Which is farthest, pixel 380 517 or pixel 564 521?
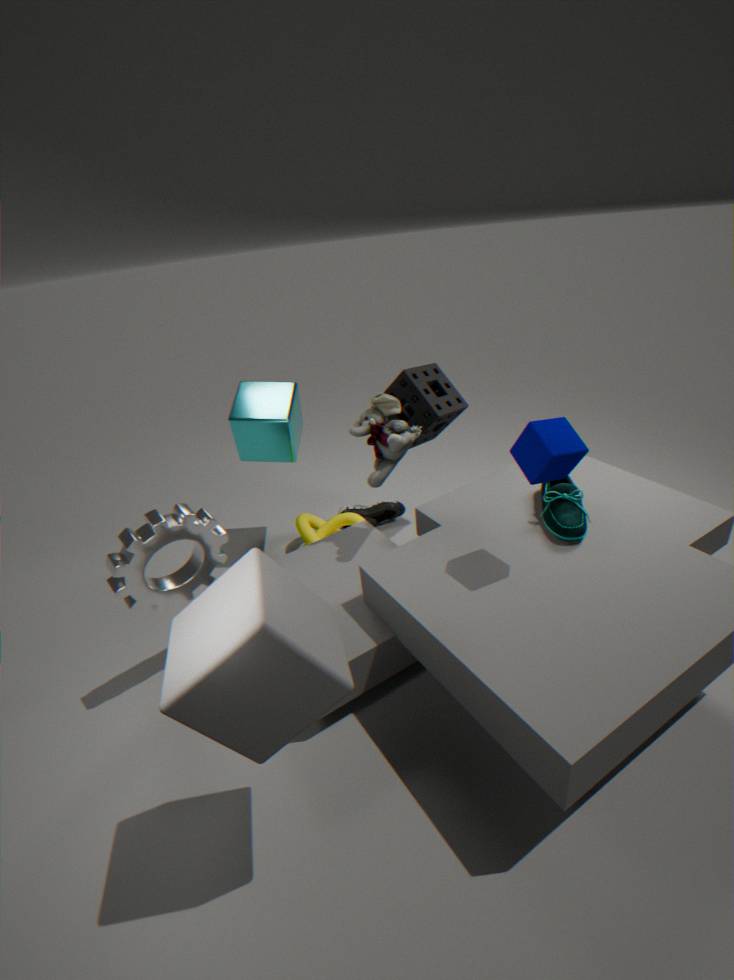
pixel 380 517
